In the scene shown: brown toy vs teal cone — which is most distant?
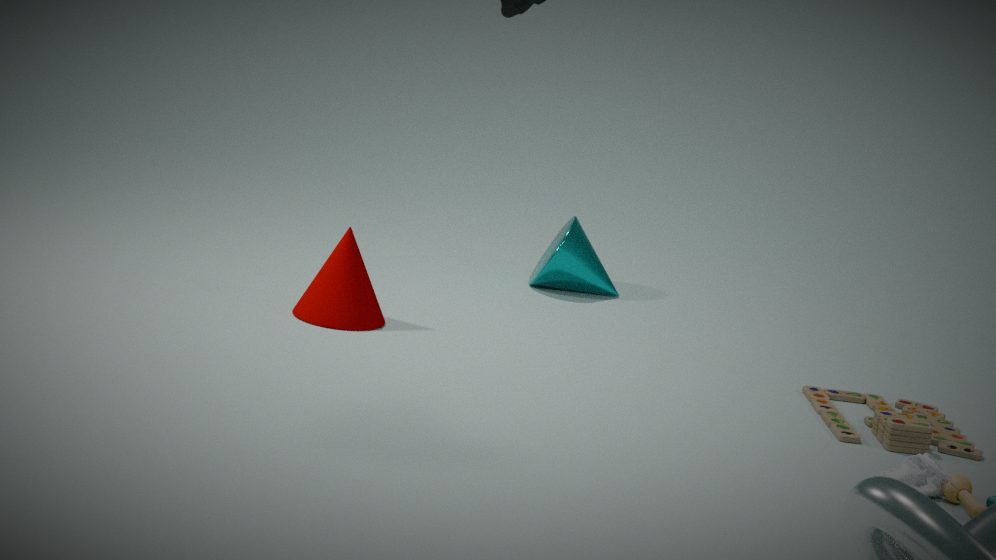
teal cone
